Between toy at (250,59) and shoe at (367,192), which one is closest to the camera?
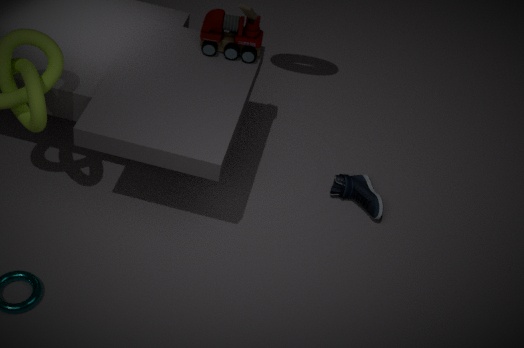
toy at (250,59)
